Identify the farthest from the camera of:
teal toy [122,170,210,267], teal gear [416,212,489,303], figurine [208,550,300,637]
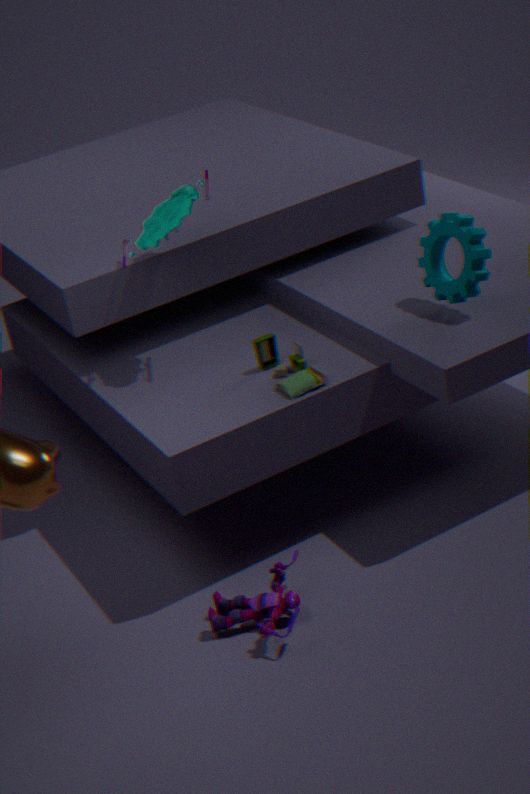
teal toy [122,170,210,267]
